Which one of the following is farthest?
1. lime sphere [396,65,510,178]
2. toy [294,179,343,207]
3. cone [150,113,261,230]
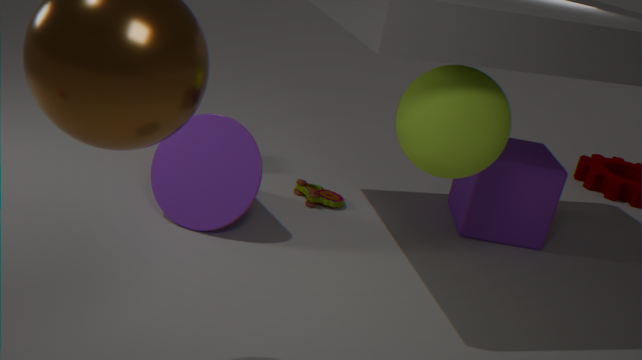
toy [294,179,343,207]
